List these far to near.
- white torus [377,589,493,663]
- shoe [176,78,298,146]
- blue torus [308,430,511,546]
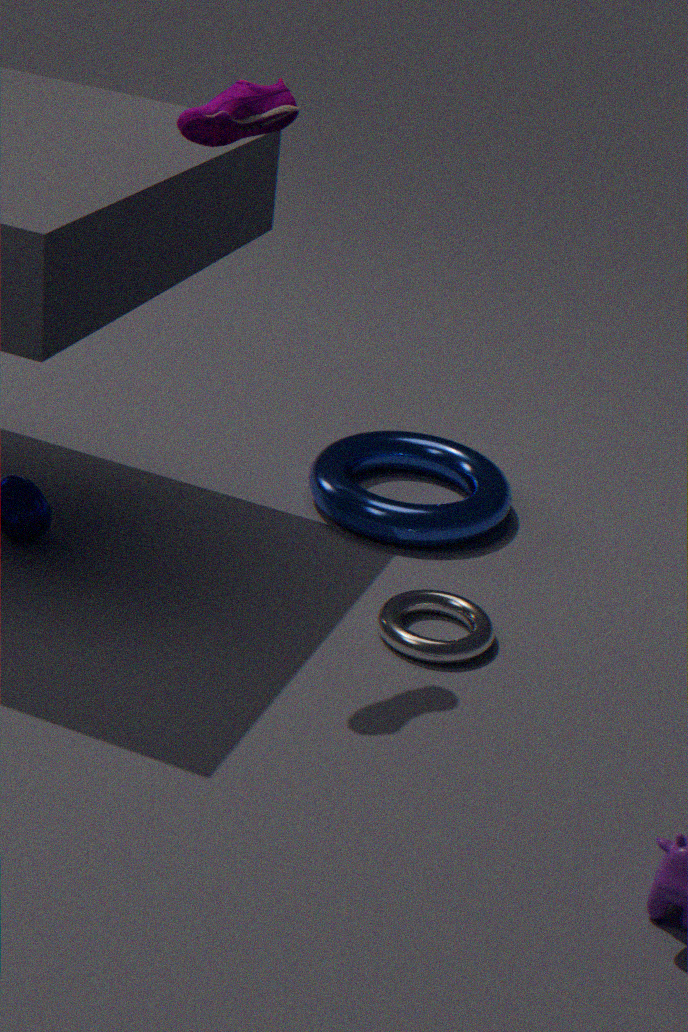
blue torus [308,430,511,546] → white torus [377,589,493,663] → shoe [176,78,298,146]
